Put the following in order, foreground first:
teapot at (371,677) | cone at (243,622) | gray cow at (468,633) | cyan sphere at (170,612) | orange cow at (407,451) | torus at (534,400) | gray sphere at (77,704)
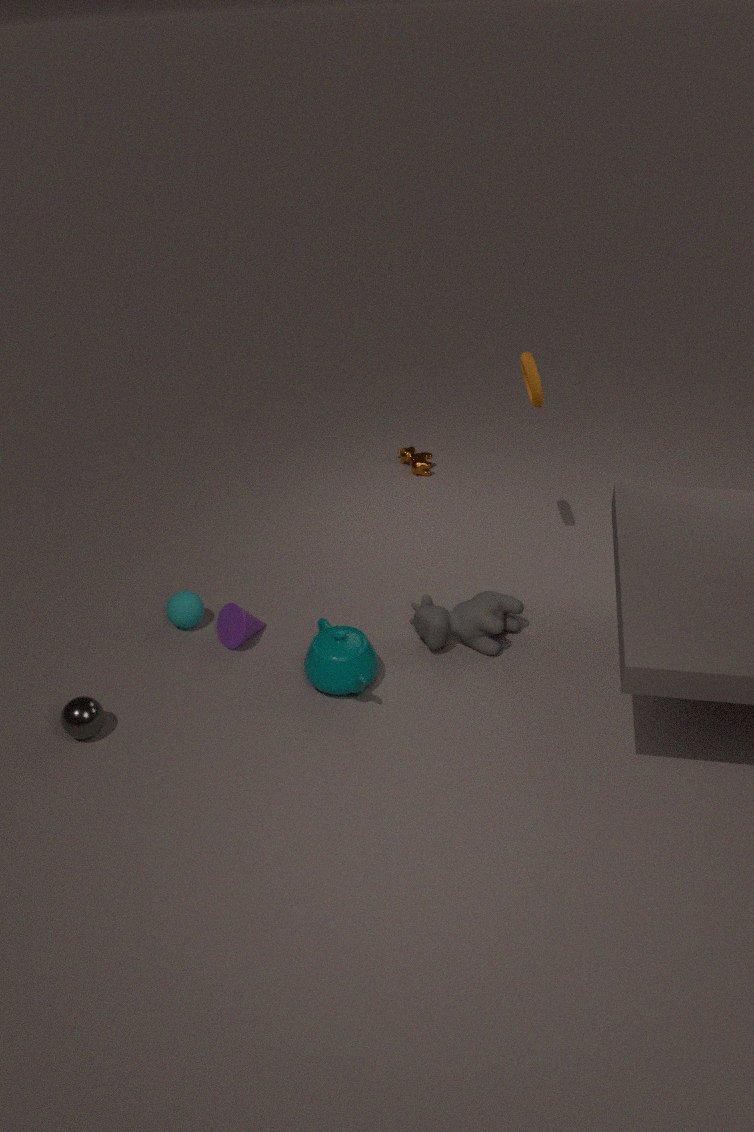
gray sphere at (77,704)
teapot at (371,677)
gray cow at (468,633)
torus at (534,400)
cone at (243,622)
cyan sphere at (170,612)
orange cow at (407,451)
